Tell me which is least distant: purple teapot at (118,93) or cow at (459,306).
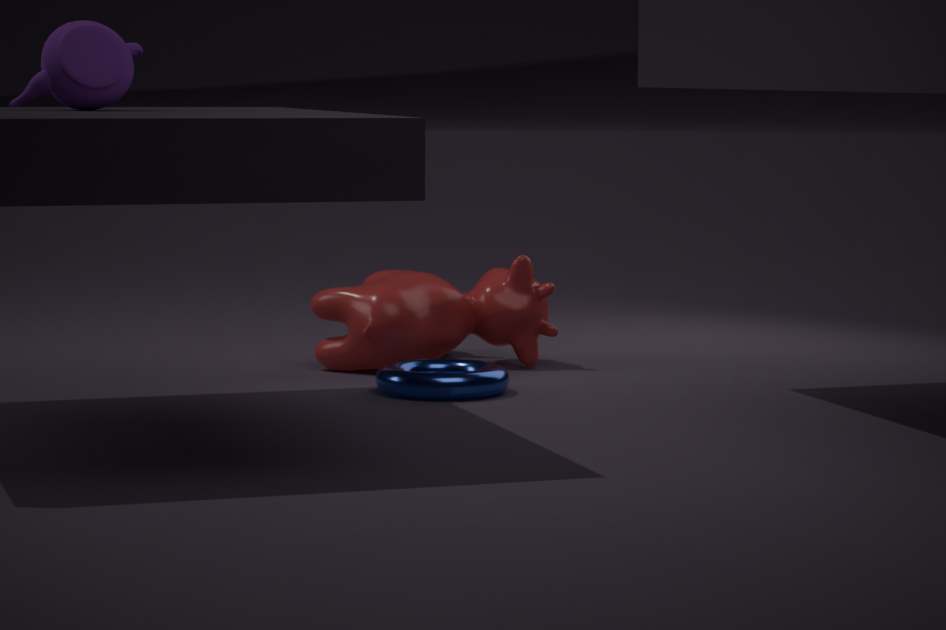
purple teapot at (118,93)
